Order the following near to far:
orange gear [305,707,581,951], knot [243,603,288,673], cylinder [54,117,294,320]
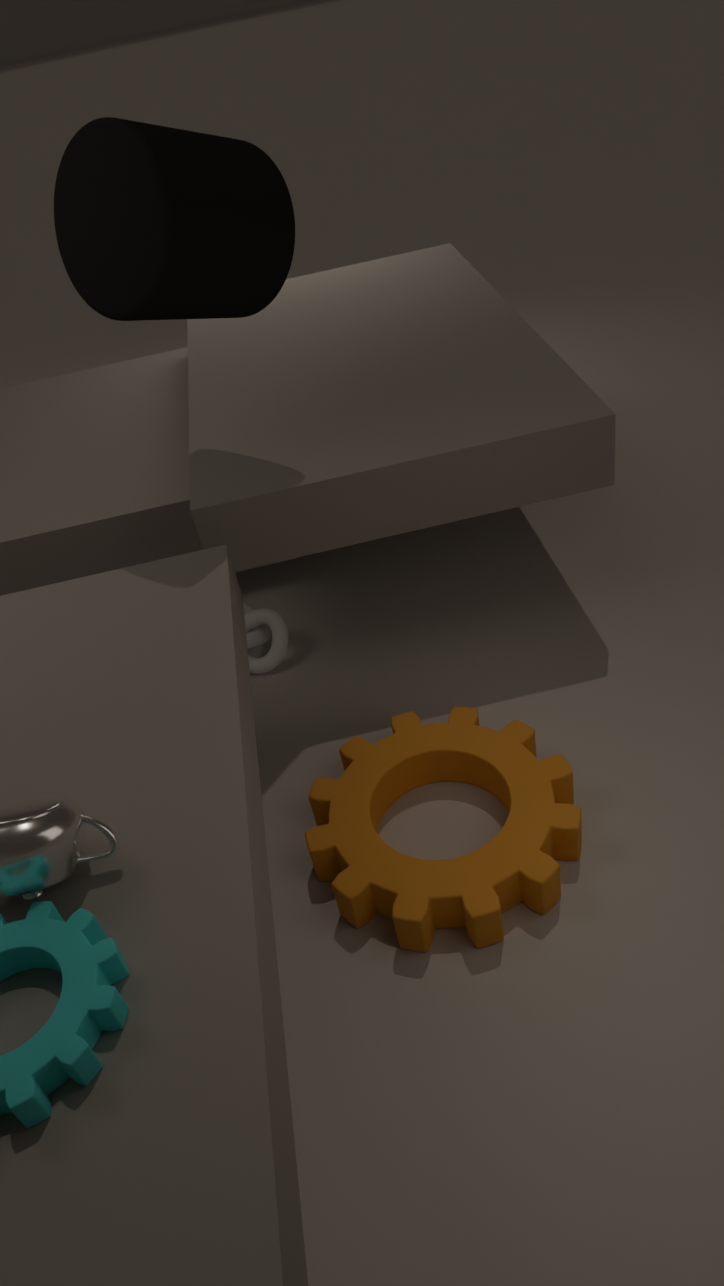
1. orange gear [305,707,581,951]
2. cylinder [54,117,294,320]
3. knot [243,603,288,673]
